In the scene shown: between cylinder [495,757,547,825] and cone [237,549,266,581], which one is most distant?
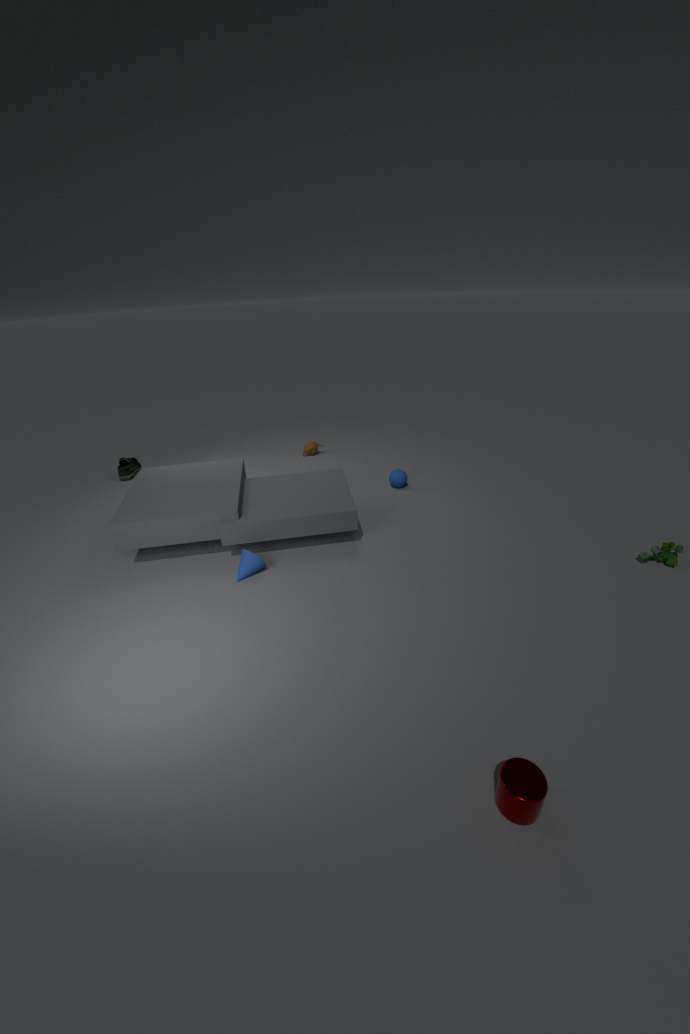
cone [237,549,266,581]
